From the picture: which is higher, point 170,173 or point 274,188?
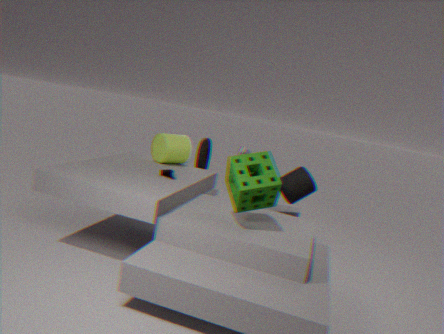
point 274,188
